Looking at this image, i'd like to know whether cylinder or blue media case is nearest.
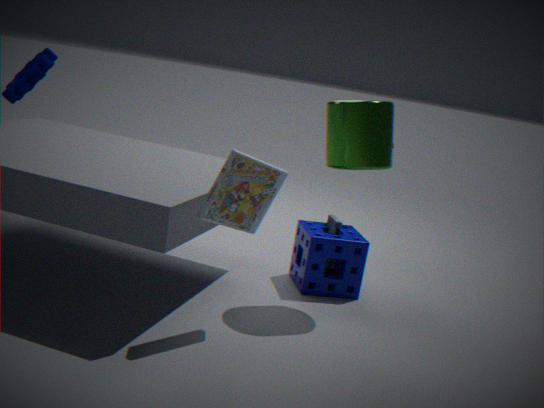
cylinder
